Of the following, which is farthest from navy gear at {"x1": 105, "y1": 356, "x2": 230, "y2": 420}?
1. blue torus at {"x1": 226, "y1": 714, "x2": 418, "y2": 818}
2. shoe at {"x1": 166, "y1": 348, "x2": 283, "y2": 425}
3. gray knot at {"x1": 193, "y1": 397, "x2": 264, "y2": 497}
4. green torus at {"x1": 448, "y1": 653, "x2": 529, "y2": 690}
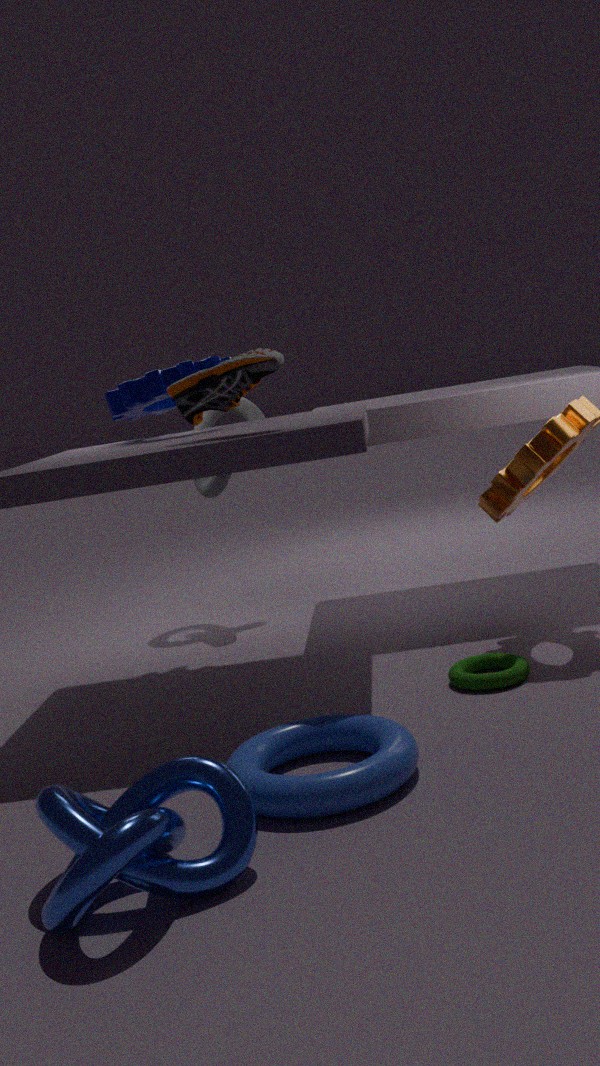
blue torus at {"x1": 226, "y1": 714, "x2": 418, "y2": 818}
